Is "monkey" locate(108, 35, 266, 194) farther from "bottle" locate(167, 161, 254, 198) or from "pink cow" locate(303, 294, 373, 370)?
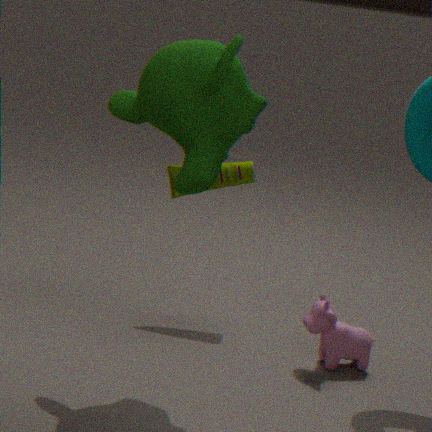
"pink cow" locate(303, 294, 373, 370)
